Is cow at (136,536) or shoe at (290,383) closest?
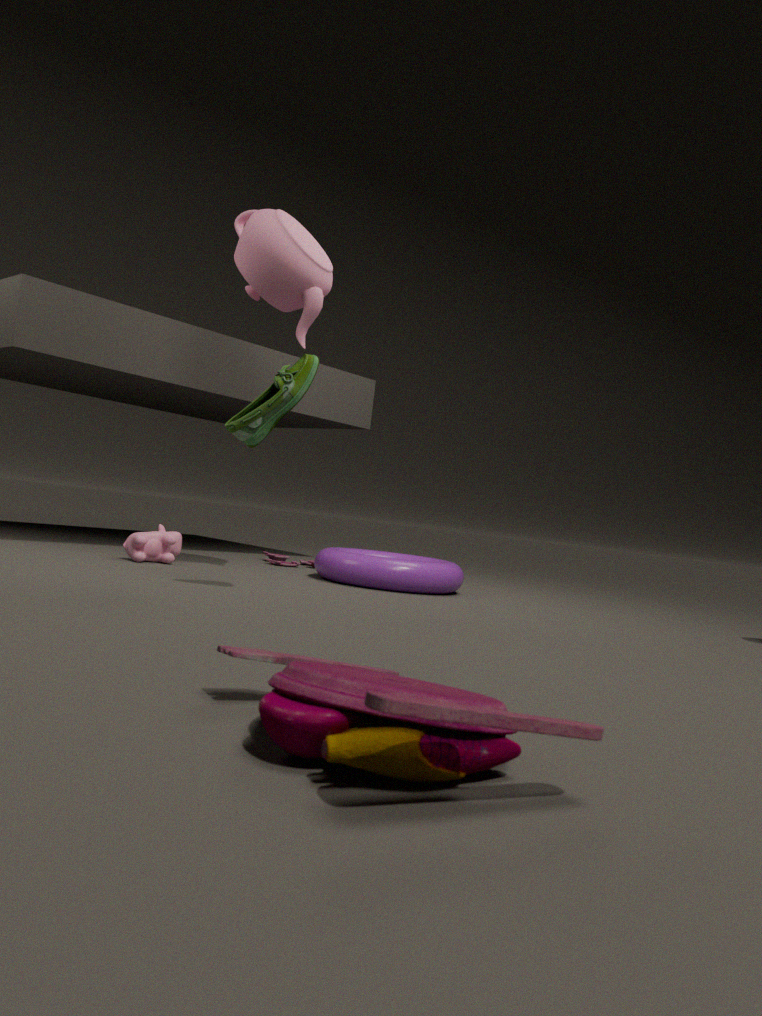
shoe at (290,383)
